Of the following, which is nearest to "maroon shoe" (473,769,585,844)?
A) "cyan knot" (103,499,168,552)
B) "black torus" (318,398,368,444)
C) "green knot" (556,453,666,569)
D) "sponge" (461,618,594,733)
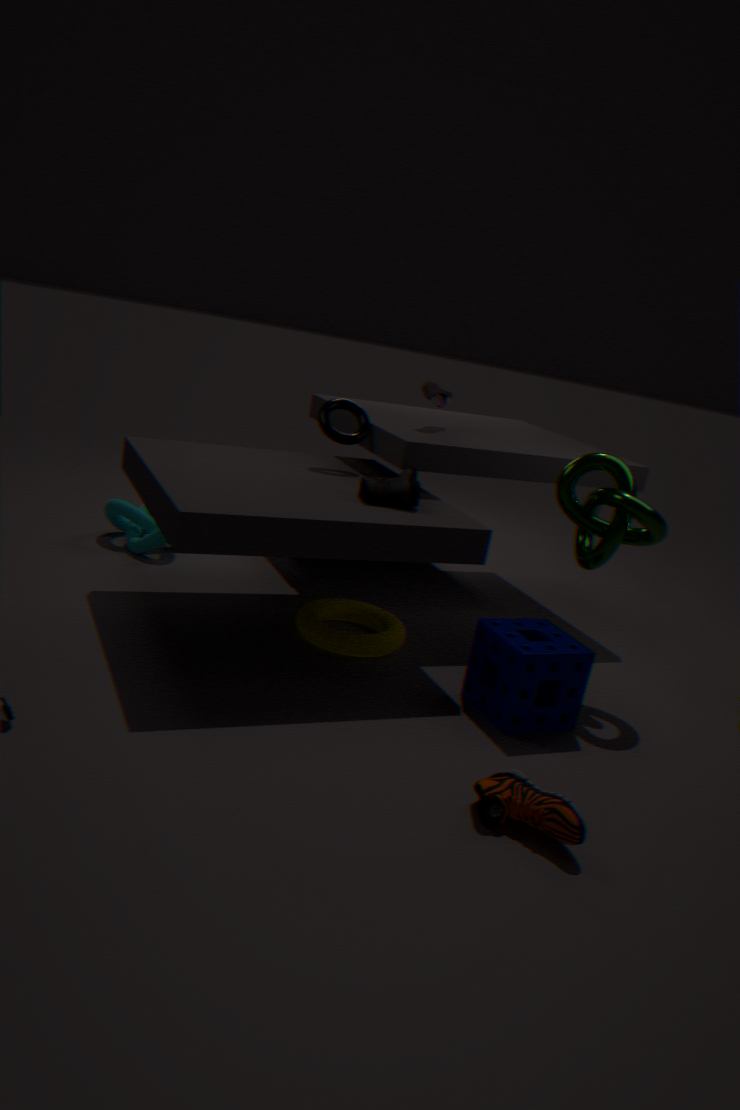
"sponge" (461,618,594,733)
